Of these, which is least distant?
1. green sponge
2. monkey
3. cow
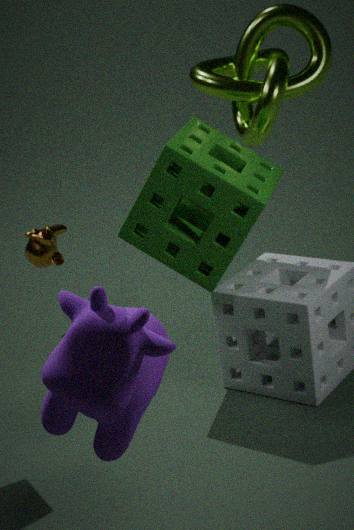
cow
